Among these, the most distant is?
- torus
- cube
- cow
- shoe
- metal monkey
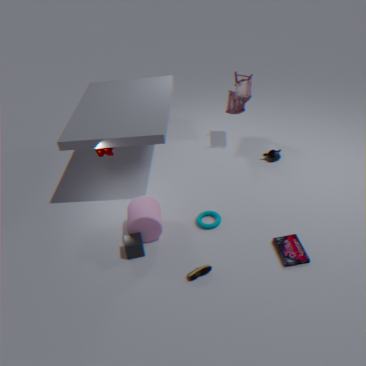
metal monkey
